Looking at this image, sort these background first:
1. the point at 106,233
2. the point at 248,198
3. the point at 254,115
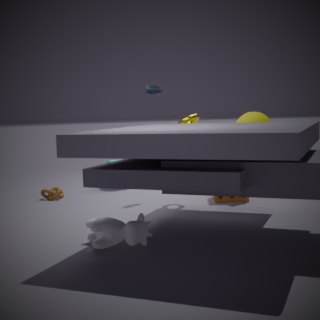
the point at 248,198
the point at 254,115
the point at 106,233
